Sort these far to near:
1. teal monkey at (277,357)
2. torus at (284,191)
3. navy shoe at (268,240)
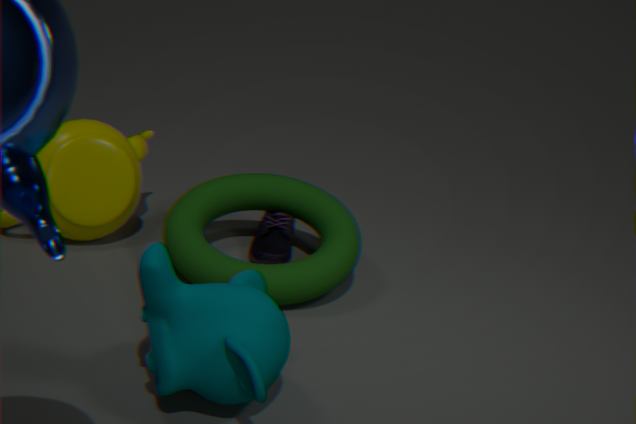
navy shoe at (268,240) → torus at (284,191) → teal monkey at (277,357)
